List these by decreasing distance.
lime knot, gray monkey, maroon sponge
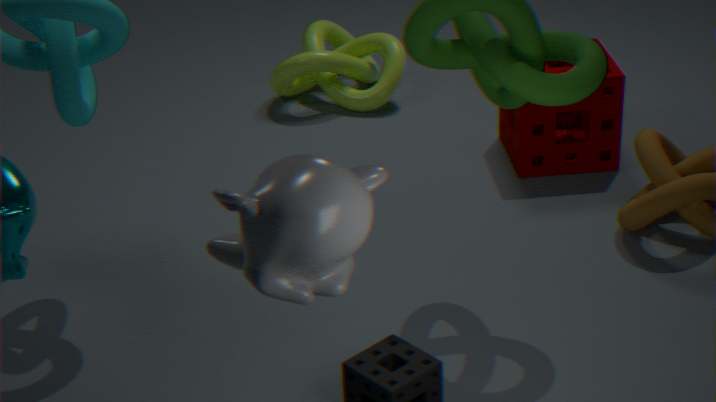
lime knot → maroon sponge → gray monkey
